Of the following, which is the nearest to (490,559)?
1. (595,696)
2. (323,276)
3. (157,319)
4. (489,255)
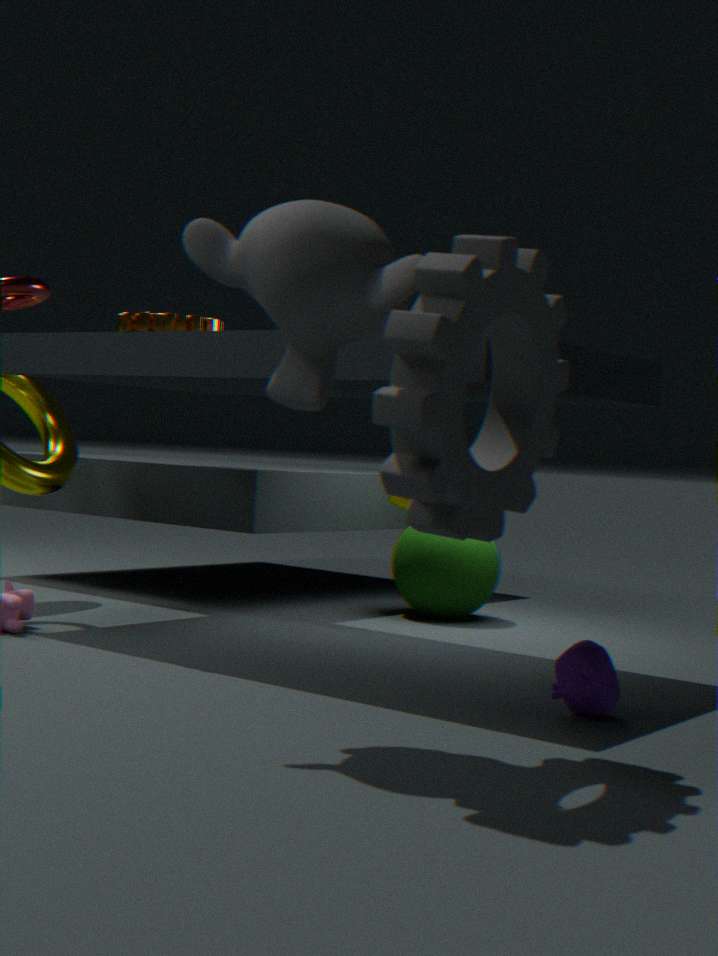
(157,319)
